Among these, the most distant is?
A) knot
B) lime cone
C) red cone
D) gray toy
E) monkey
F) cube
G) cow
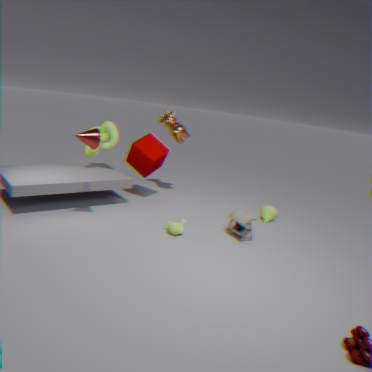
cow
